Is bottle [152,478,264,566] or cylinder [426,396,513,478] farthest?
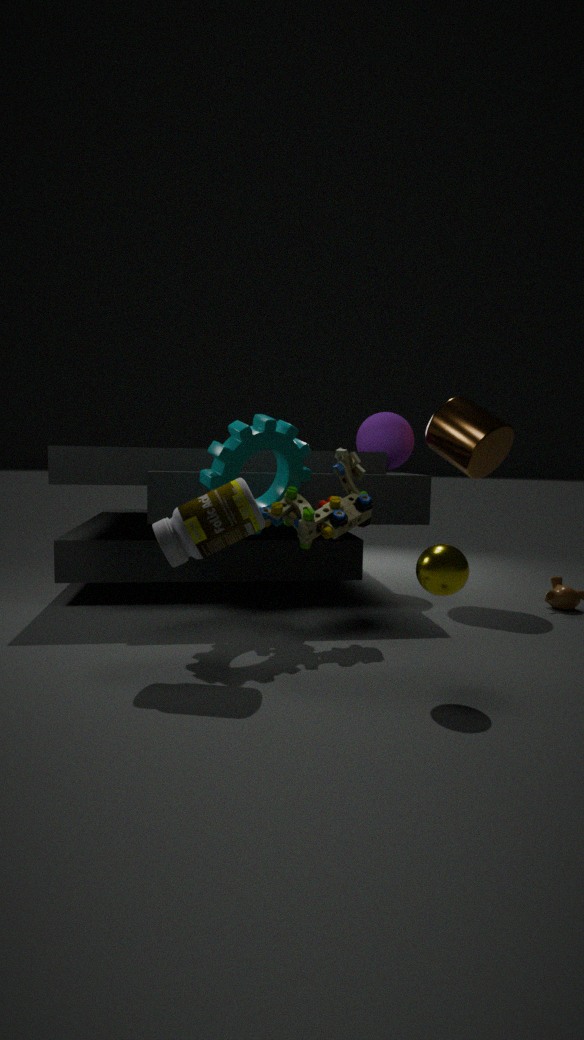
cylinder [426,396,513,478]
